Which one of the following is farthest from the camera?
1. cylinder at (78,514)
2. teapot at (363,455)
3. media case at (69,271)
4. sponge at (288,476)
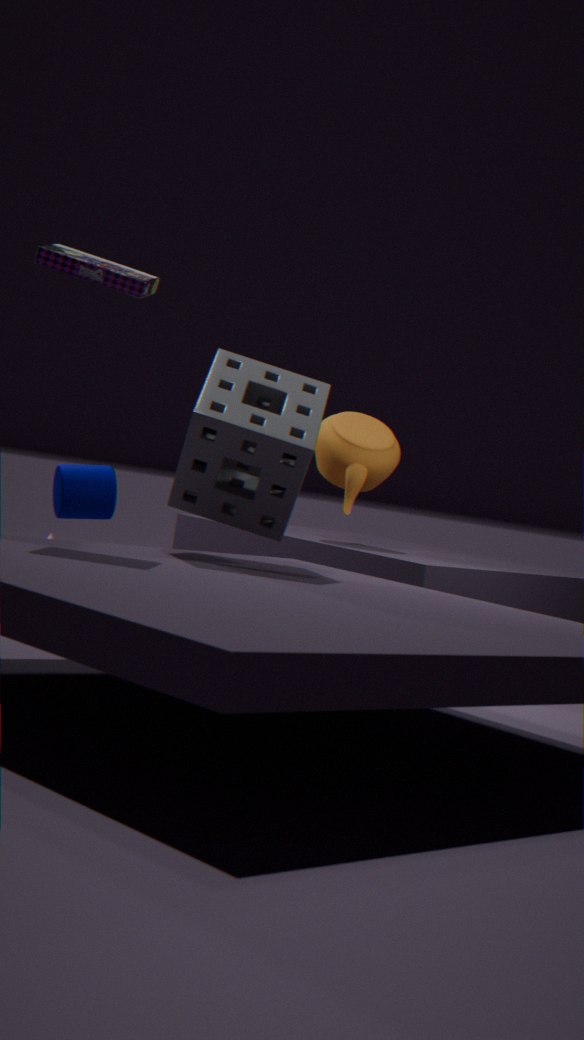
teapot at (363,455)
